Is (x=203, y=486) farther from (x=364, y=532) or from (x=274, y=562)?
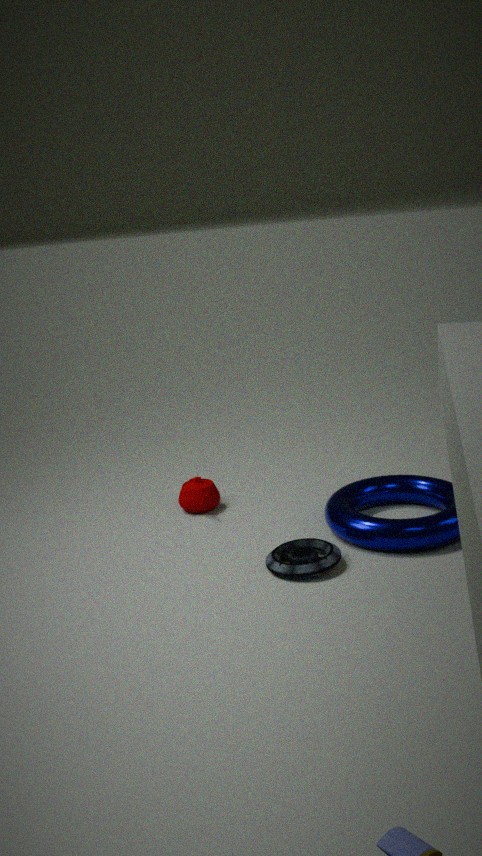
(x=364, y=532)
